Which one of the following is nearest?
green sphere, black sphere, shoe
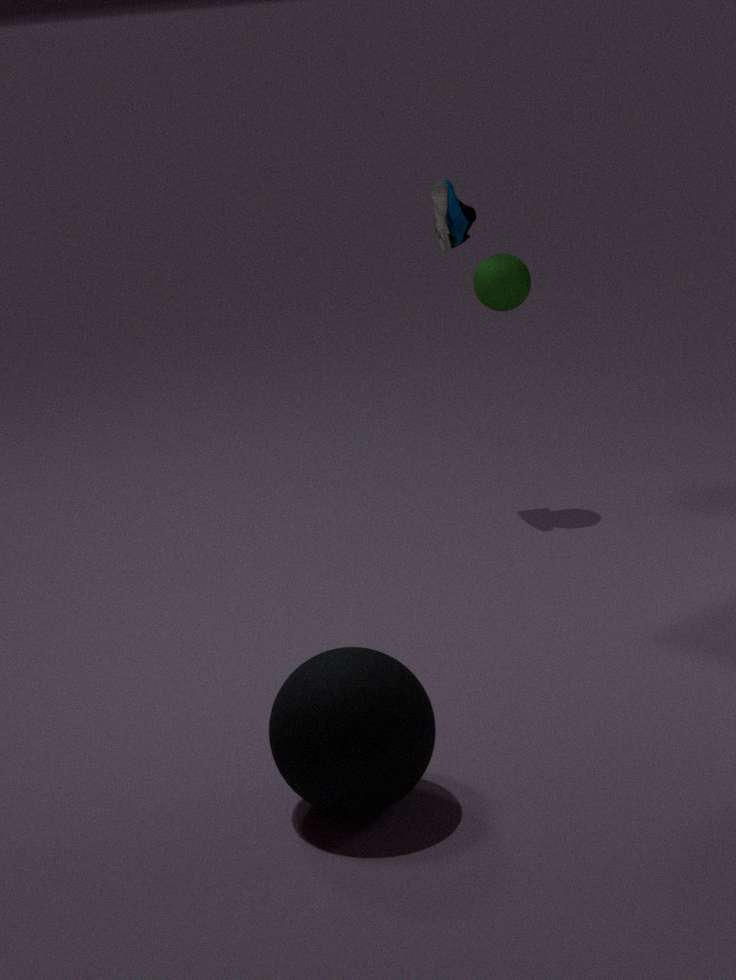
black sphere
